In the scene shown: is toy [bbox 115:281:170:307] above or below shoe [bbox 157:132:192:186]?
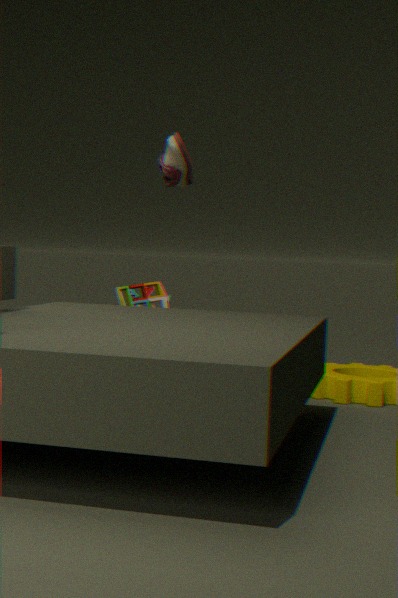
below
